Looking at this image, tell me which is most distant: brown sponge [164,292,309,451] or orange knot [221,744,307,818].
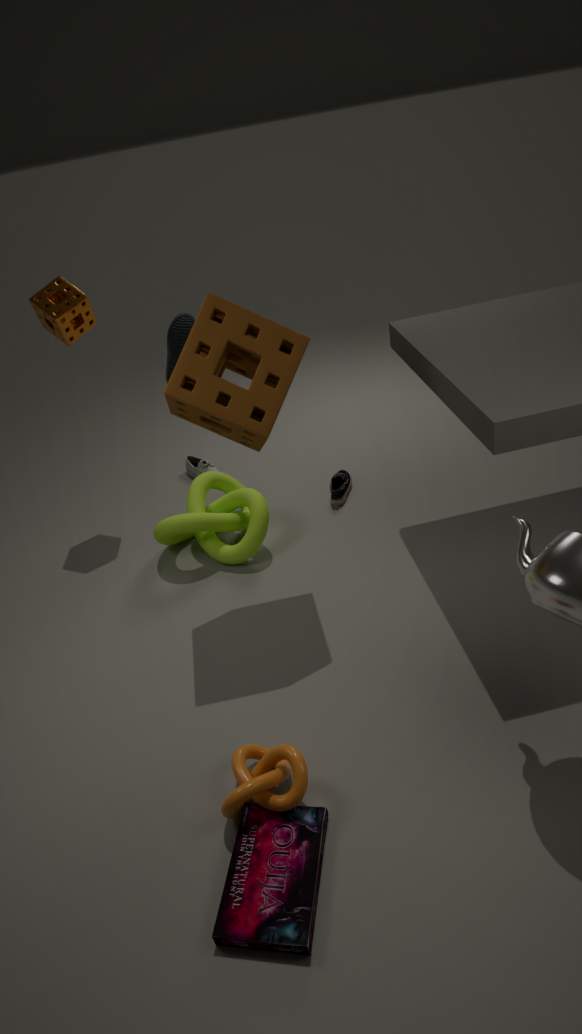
brown sponge [164,292,309,451]
